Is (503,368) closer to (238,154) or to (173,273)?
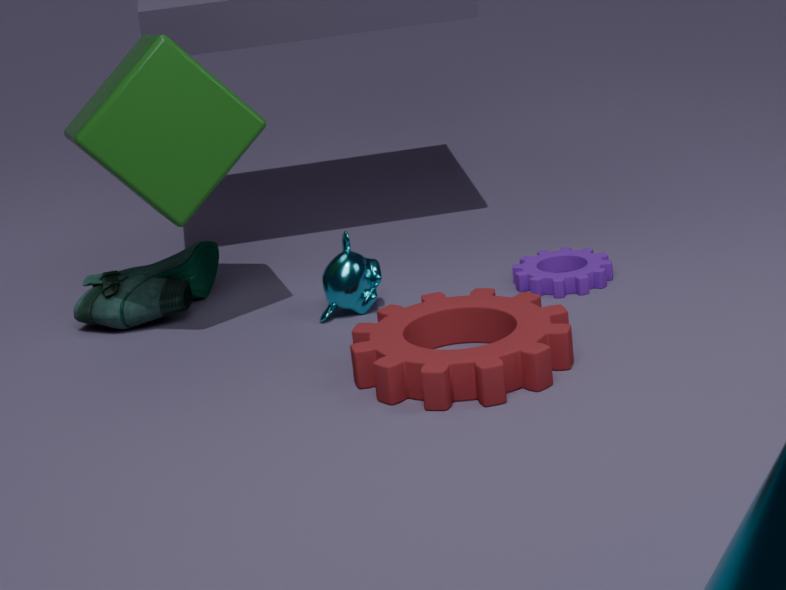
(238,154)
